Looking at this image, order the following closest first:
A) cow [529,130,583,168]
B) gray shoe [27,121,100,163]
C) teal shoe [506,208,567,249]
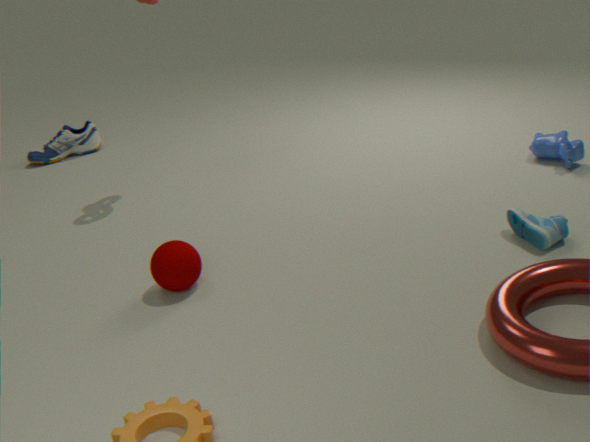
teal shoe [506,208,567,249] < cow [529,130,583,168] < gray shoe [27,121,100,163]
